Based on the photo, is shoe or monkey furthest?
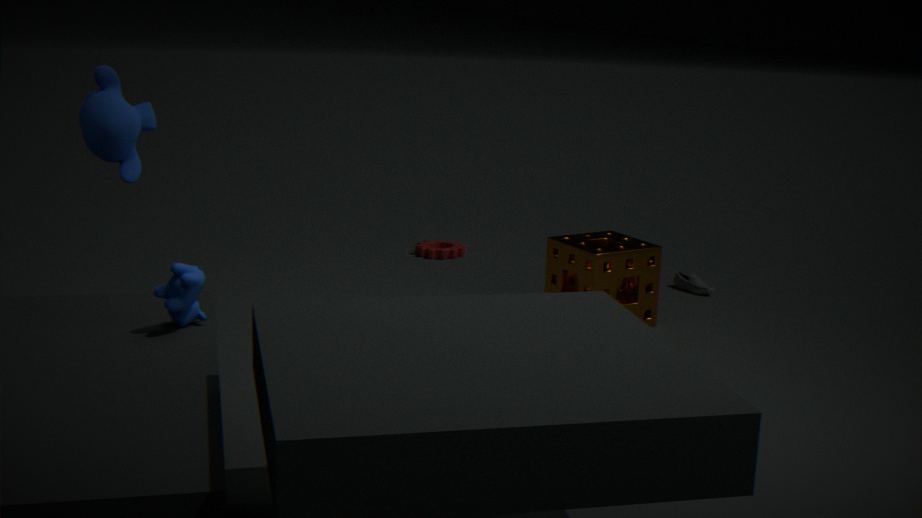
shoe
